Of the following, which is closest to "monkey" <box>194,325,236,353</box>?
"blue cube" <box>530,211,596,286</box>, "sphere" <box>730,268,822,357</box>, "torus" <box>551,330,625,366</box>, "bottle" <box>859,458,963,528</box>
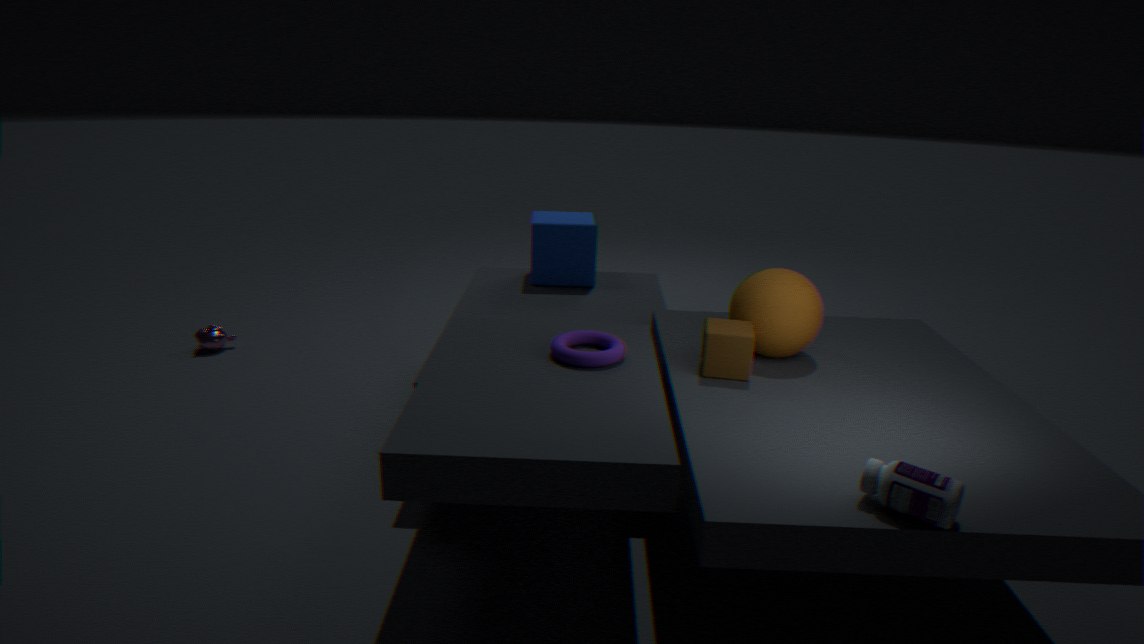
"blue cube" <box>530,211,596,286</box>
